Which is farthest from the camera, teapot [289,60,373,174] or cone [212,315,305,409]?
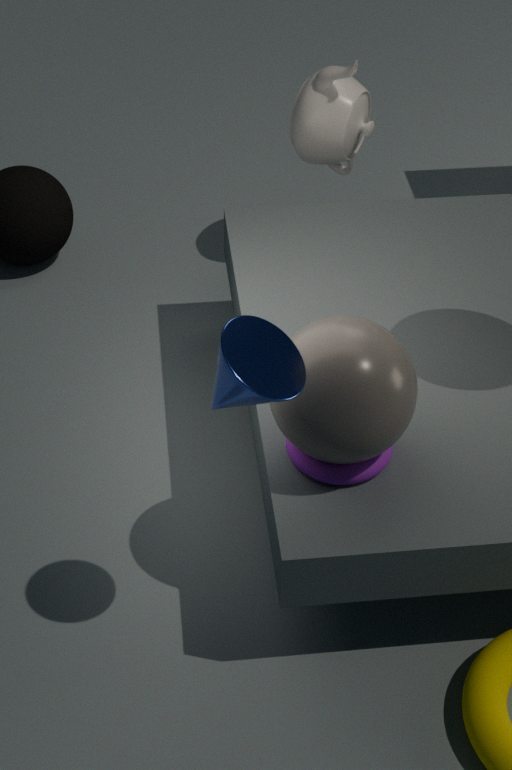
teapot [289,60,373,174]
